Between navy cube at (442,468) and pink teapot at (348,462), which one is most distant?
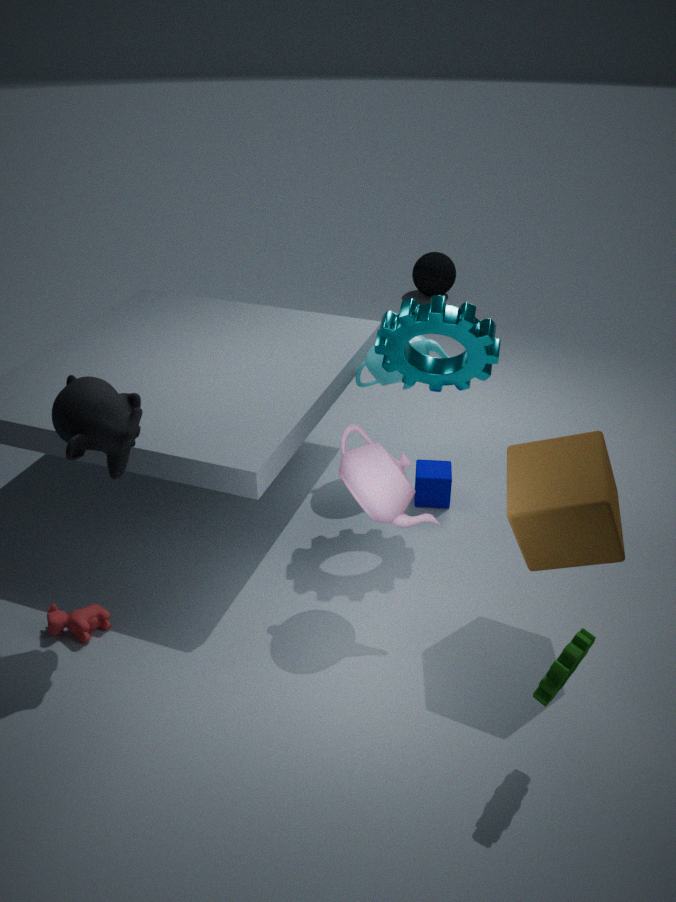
navy cube at (442,468)
